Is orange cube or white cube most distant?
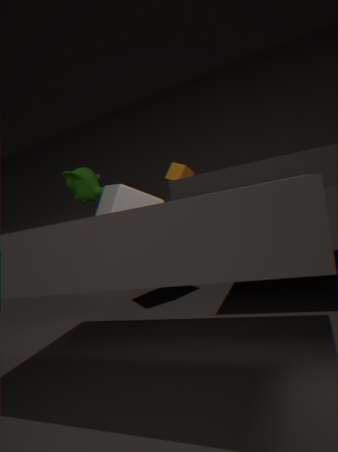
orange cube
